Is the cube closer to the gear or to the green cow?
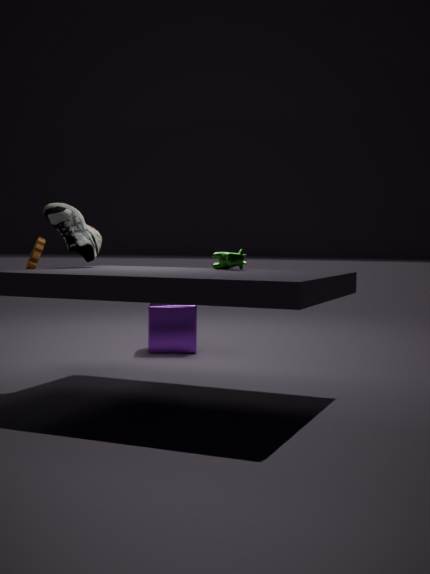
the gear
